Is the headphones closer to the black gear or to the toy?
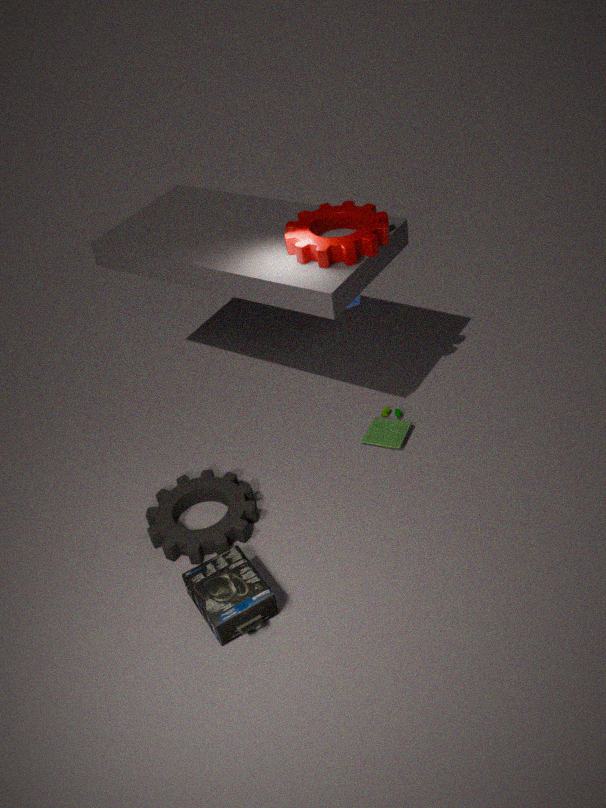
the black gear
